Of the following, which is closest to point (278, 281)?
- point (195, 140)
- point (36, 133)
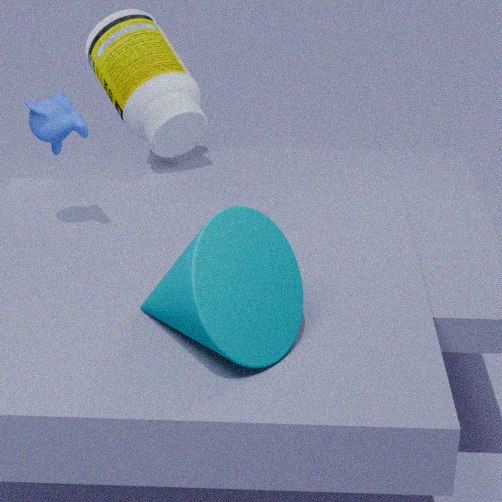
point (36, 133)
